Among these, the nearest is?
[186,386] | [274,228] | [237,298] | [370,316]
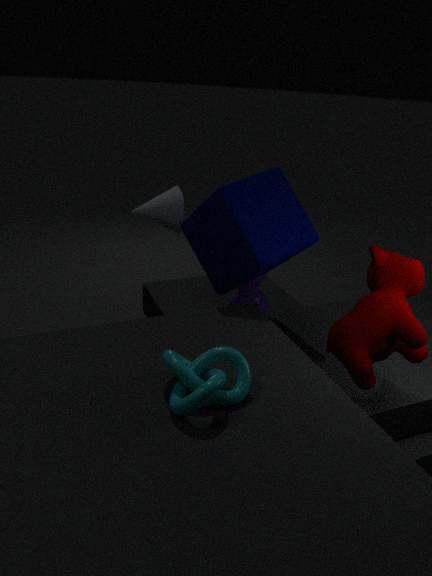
[186,386]
